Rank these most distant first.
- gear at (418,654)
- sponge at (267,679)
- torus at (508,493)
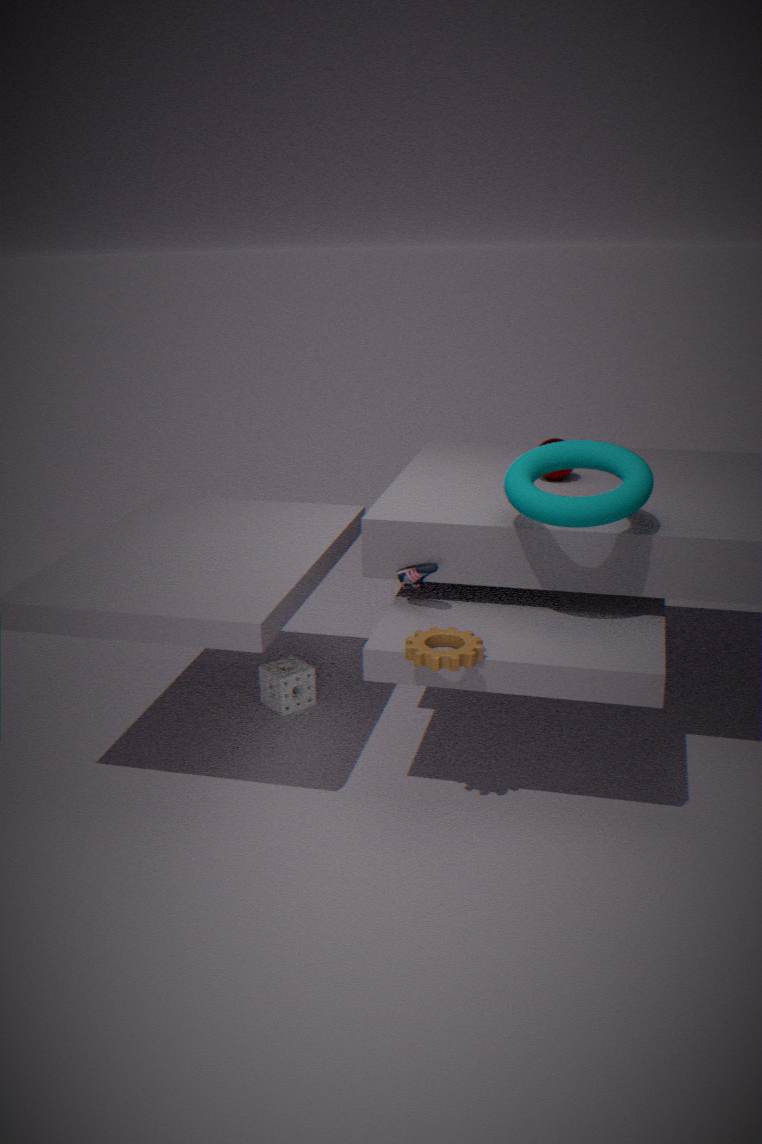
sponge at (267,679)
torus at (508,493)
gear at (418,654)
